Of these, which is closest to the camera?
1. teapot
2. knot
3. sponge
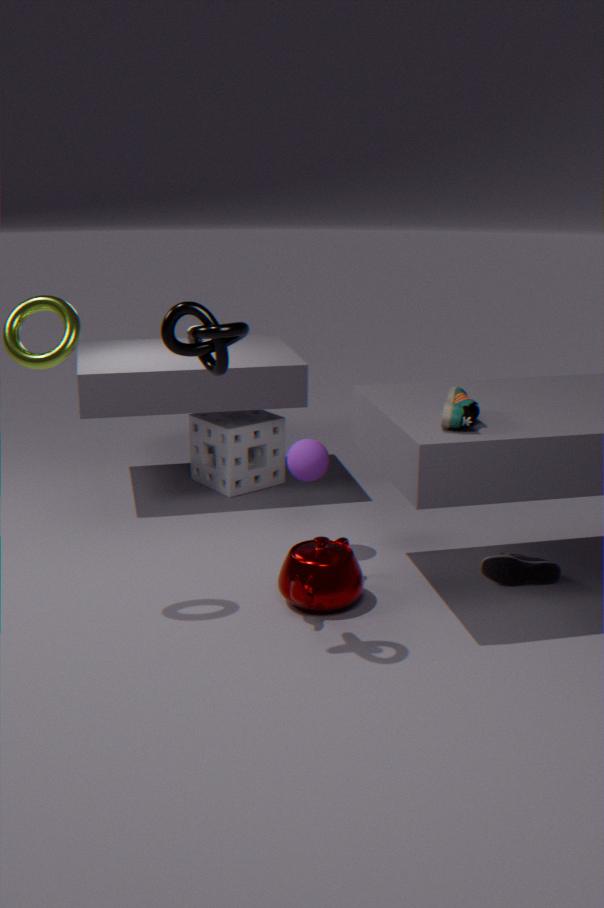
knot
